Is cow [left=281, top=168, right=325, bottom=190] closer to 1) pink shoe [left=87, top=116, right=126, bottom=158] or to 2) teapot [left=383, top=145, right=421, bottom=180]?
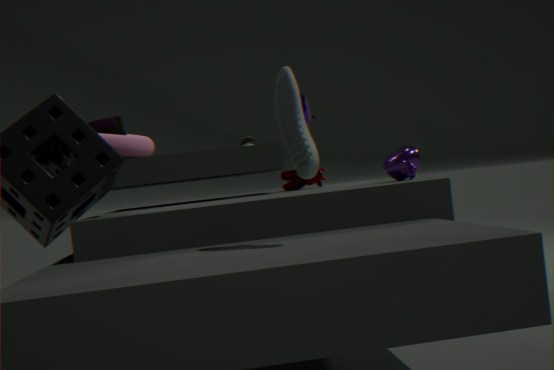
2) teapot [left=383, top=145, right=421, bottom=180]
